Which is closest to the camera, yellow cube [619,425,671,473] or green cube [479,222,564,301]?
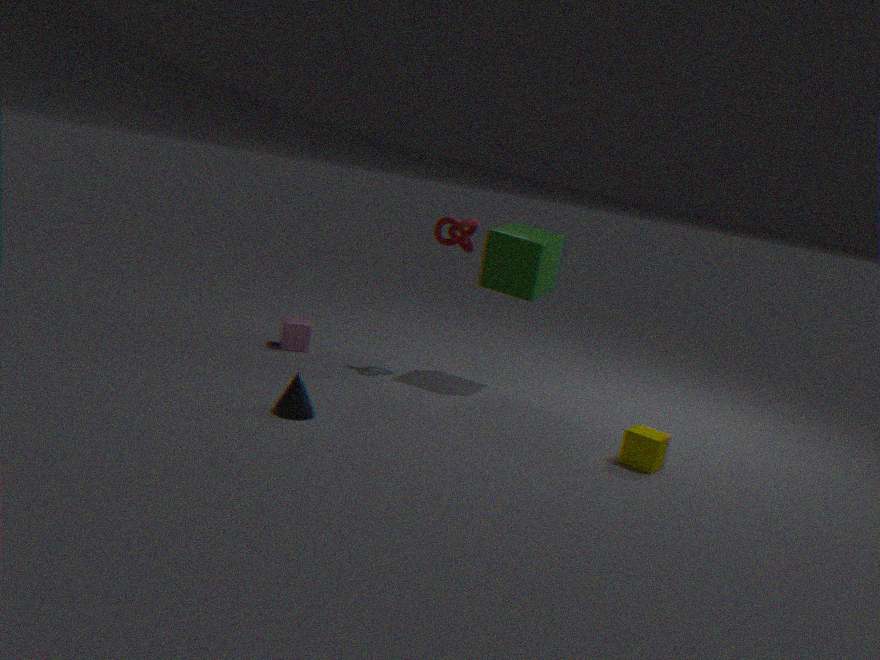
yellow cube [619,425,671,473]
